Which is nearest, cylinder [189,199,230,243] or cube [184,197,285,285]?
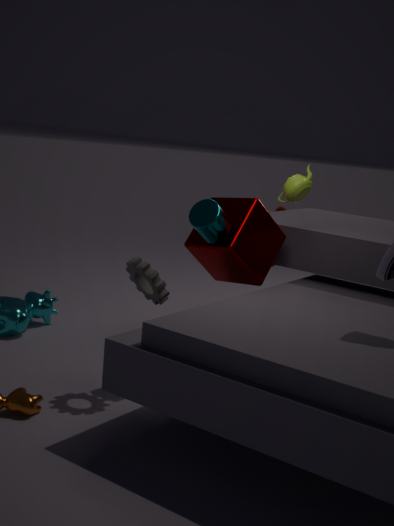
cylinder [189,199,230,243]
